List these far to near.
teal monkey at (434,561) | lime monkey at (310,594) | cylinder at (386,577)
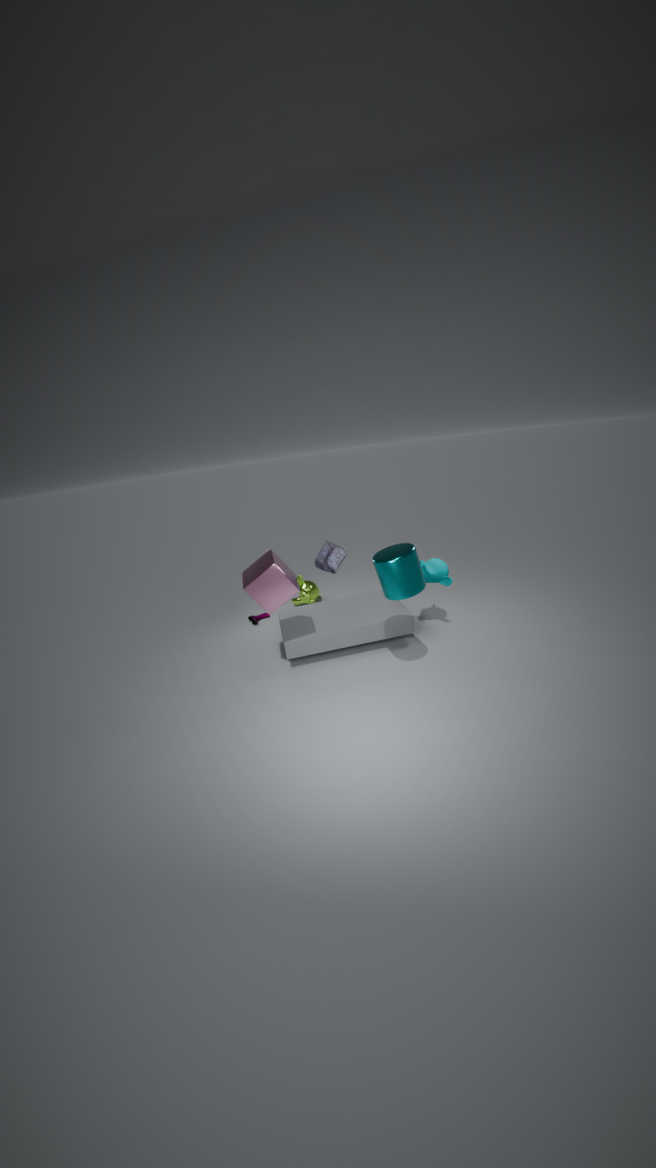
lime monkey at (310,594)
teal monkey at (434,561)
cylinder at (386,577)
